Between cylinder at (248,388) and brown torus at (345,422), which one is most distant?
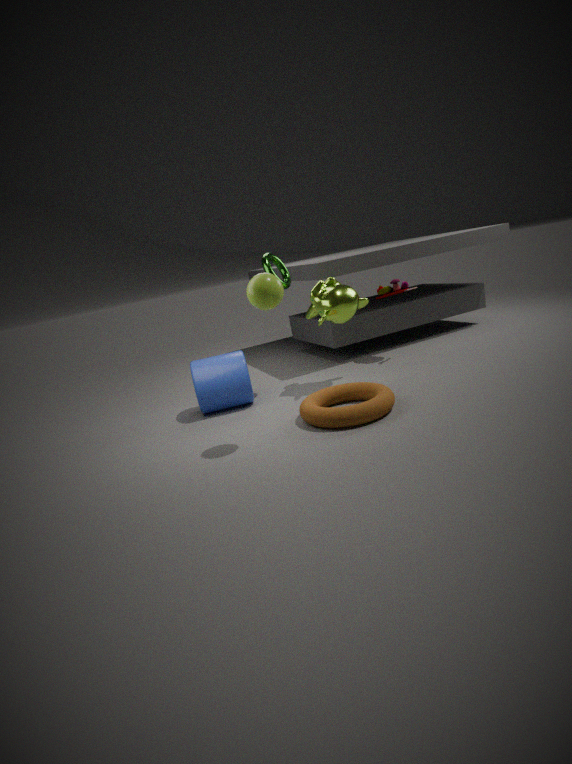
cylinder at (248,388)
